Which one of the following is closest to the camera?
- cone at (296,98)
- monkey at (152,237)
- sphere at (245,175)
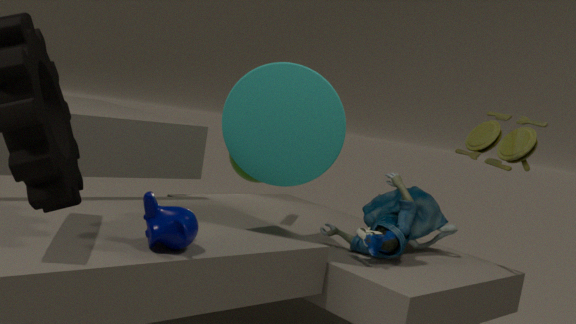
monkey at (152,237)
